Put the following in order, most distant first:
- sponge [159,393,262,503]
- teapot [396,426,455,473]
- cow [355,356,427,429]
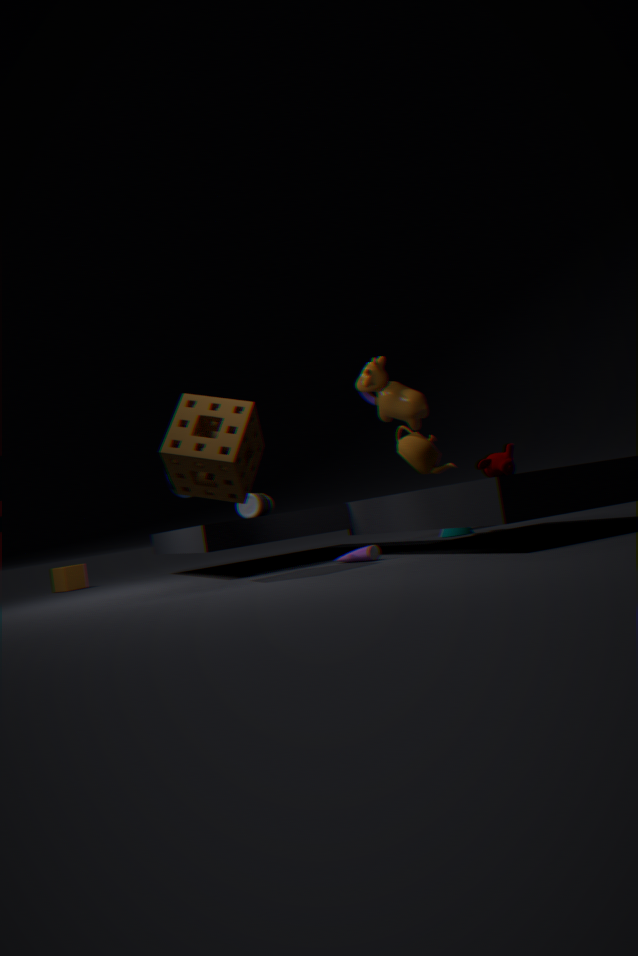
teapot [396,426,455,473]
cow [355,356,427,429]
sponge [159,393,262,503]
